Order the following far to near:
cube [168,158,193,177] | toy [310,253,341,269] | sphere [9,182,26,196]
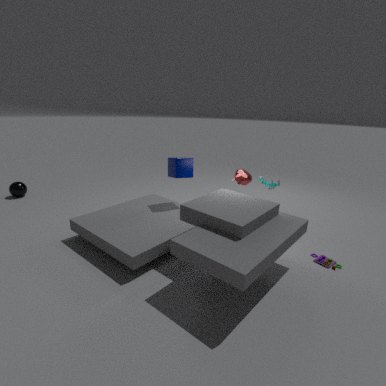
sphere [9,182,26,196] < cube [168,158,193,177] < toy [310,253,341,269]
